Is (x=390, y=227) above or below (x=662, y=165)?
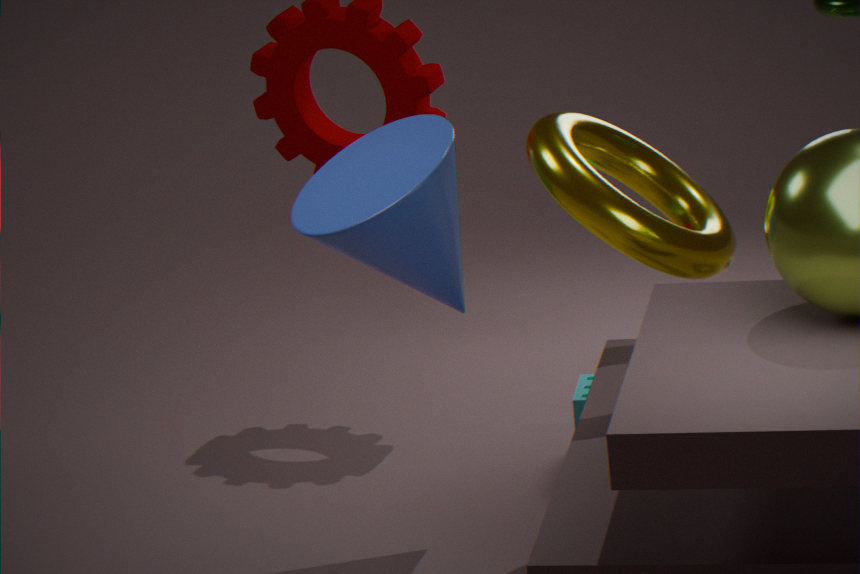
below
